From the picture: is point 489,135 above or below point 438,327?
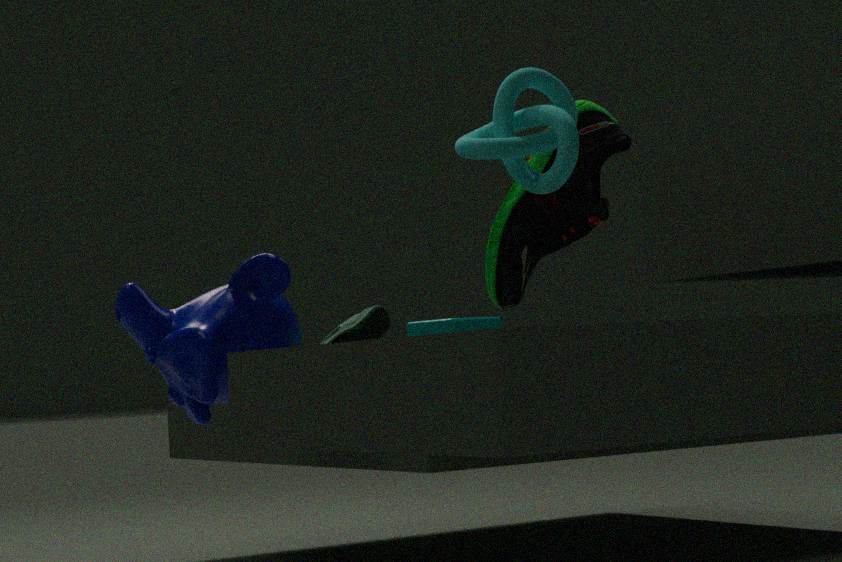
above
